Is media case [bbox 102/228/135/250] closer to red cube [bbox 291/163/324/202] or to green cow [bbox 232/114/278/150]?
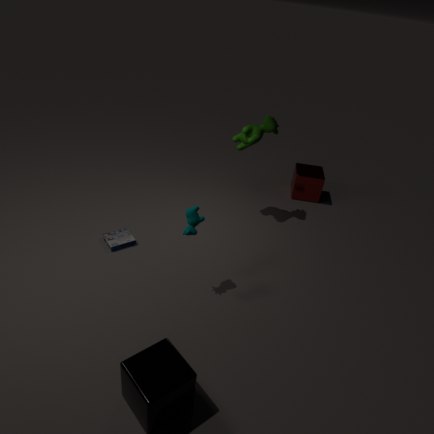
green cow [bbox 232/114/278/150]
